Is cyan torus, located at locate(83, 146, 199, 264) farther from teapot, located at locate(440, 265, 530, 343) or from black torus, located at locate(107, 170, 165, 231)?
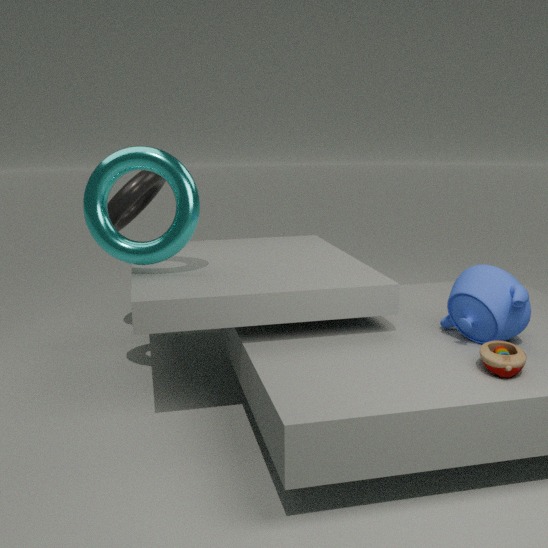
teapot, located at locate(440, 265, 530, 343)
